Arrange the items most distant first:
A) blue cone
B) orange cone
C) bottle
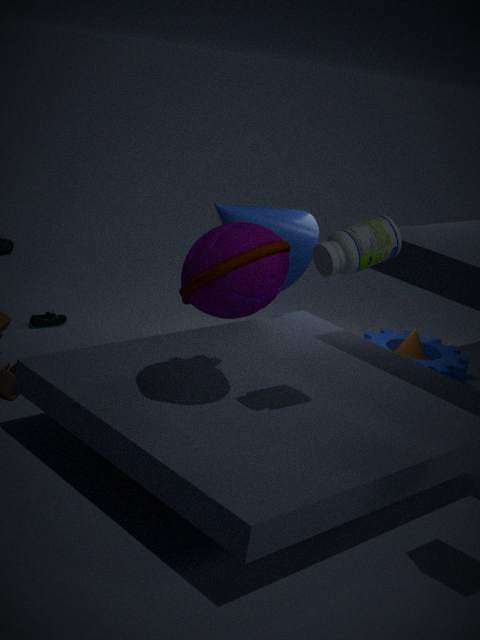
orange cone, blue cone, bottle
